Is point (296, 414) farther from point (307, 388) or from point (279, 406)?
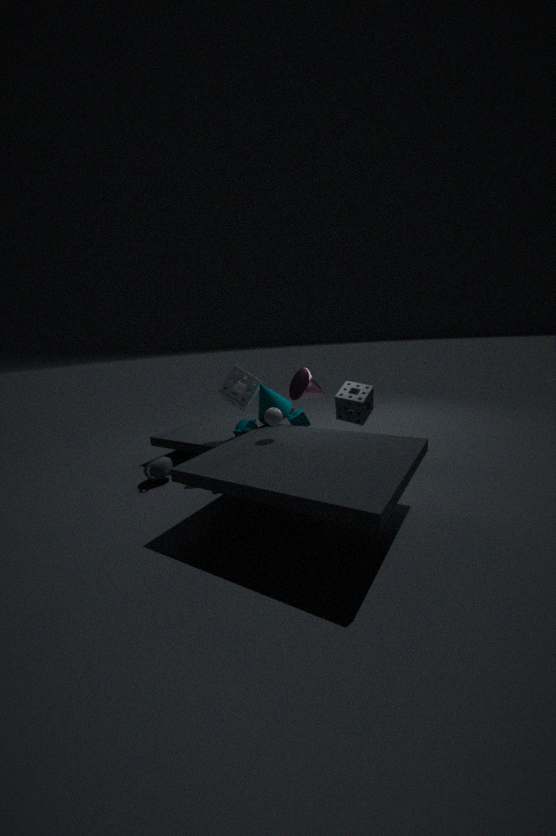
point (307, 388)
